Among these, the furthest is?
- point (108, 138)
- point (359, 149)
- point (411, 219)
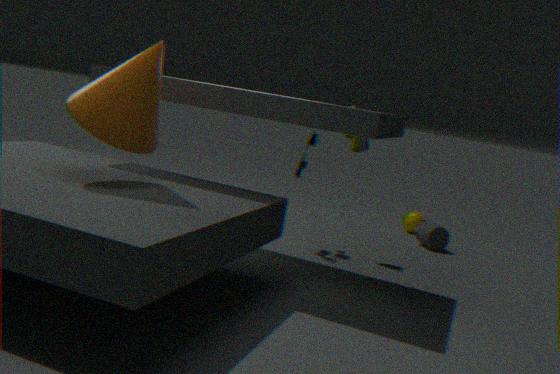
point (411, 219)
